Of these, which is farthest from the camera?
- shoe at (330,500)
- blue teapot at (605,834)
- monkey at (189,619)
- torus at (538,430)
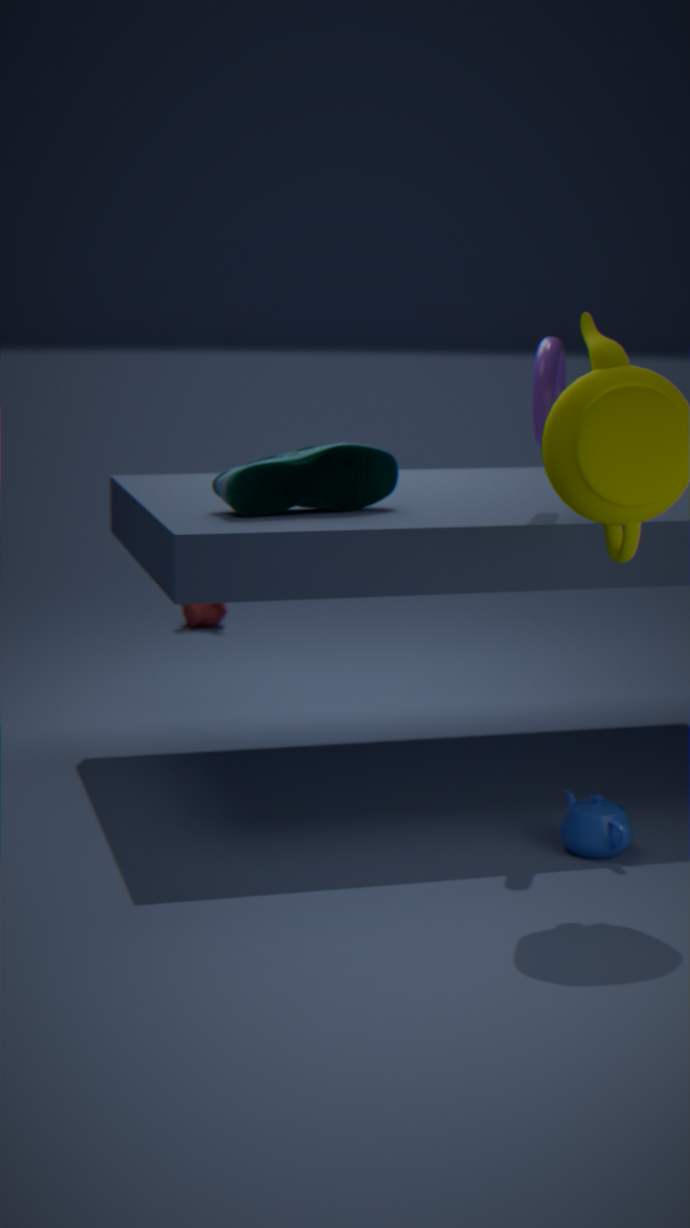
monkey at (189,619)
